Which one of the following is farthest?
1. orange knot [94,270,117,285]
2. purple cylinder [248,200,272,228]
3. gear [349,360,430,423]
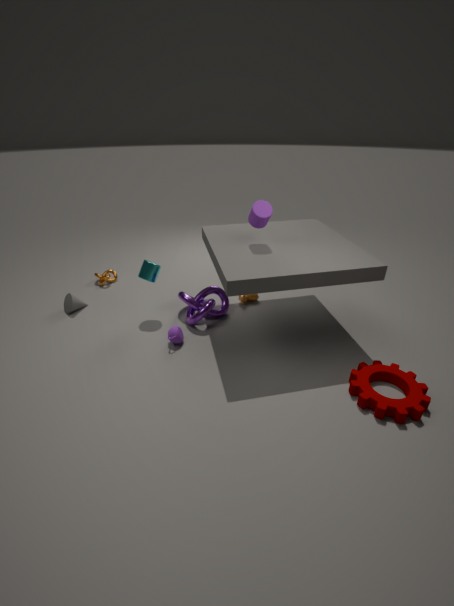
orange knot [94,270,117,285]
